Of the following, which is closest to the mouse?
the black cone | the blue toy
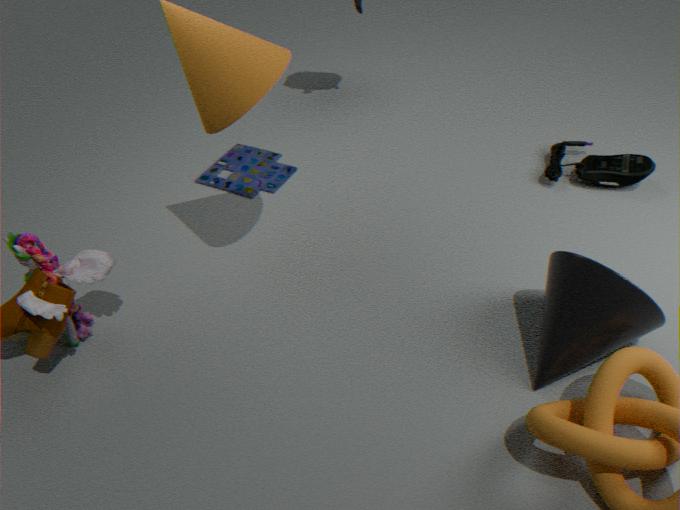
the black cone
